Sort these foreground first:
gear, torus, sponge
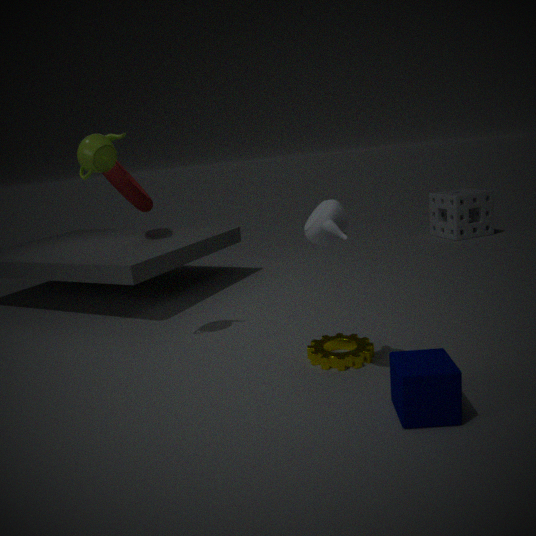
gear < torus < sponge
